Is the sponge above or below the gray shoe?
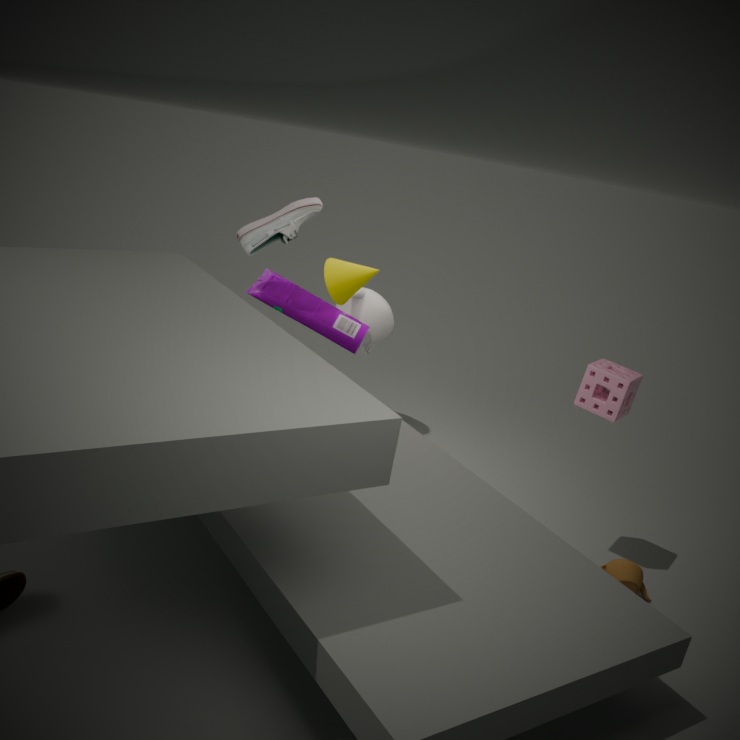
below
